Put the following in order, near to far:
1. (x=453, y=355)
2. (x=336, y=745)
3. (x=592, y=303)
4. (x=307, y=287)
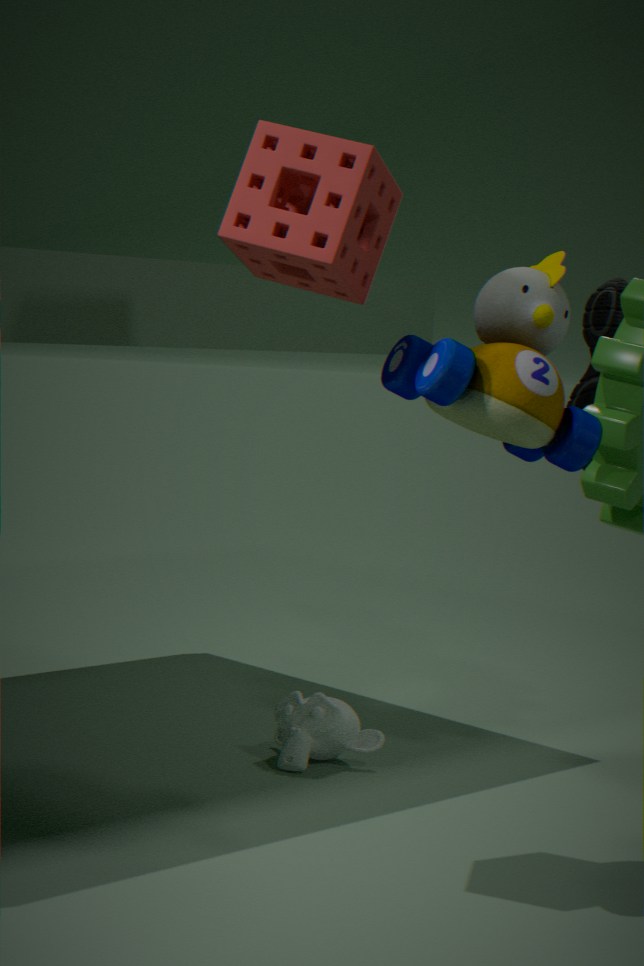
(x=453, y=355) < (x=307, y=287) < (x=336, y=745) < (x=592, y=303)
